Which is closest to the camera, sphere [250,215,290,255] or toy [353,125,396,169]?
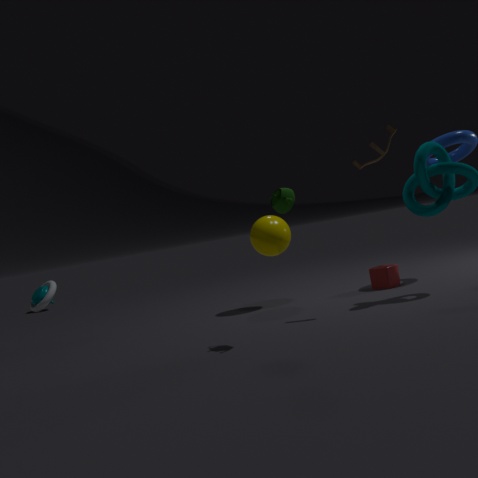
toy [353,125,396,169]
